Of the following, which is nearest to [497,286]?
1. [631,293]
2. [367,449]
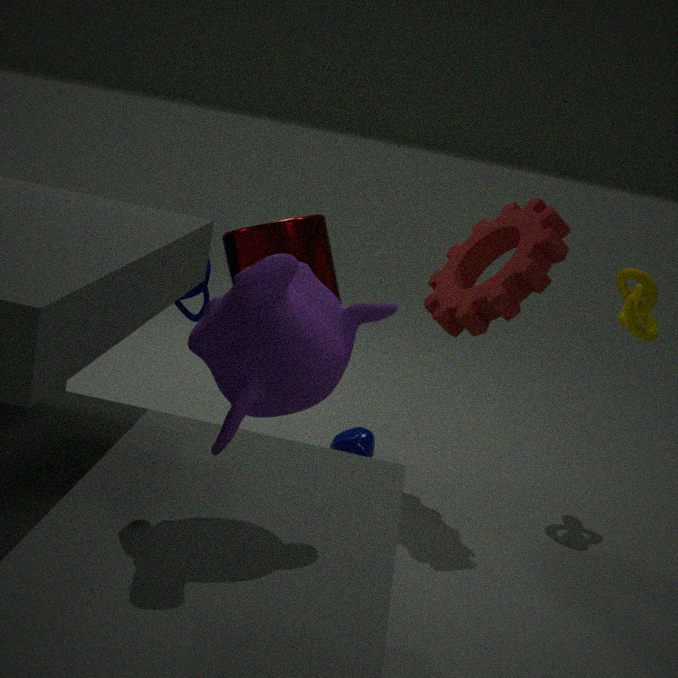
[631,293]
